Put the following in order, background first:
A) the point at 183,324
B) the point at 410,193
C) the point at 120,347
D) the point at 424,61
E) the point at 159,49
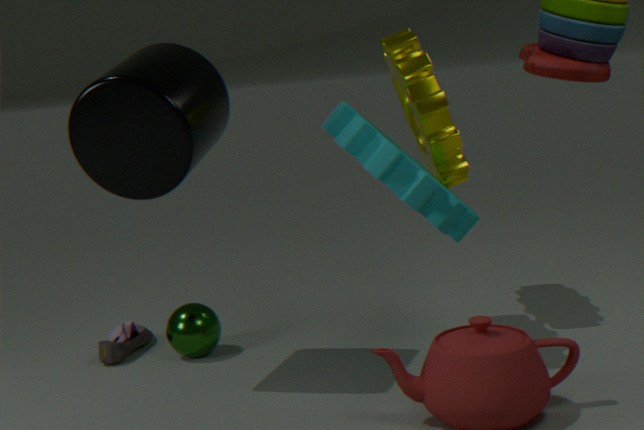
the point at 120,347, the point at 183,324, the point at 424,61, the point at 159,49, the point at 410,193
